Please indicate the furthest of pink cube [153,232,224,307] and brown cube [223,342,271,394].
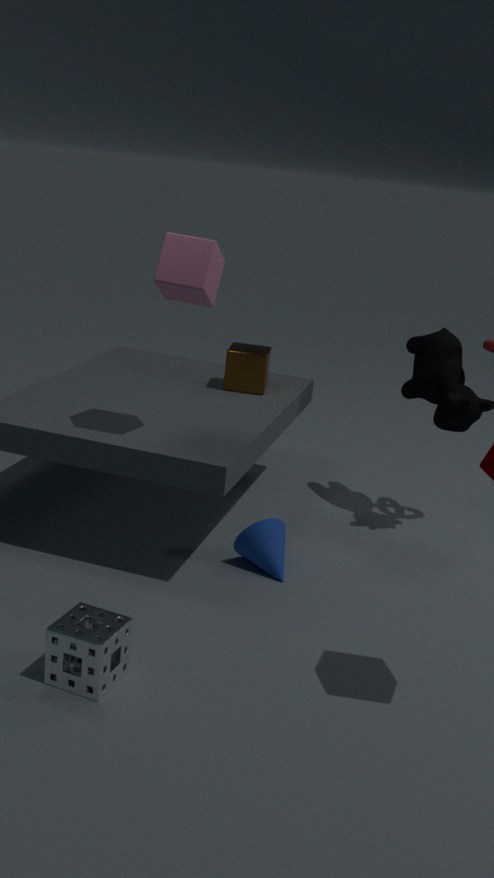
brown cube [223,342,271,394]
